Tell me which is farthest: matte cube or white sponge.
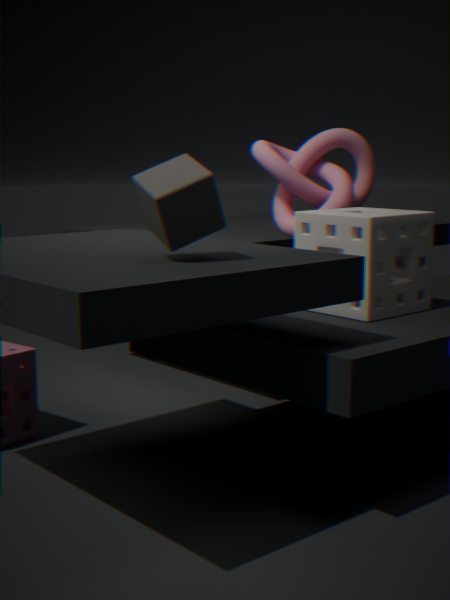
white sponge
